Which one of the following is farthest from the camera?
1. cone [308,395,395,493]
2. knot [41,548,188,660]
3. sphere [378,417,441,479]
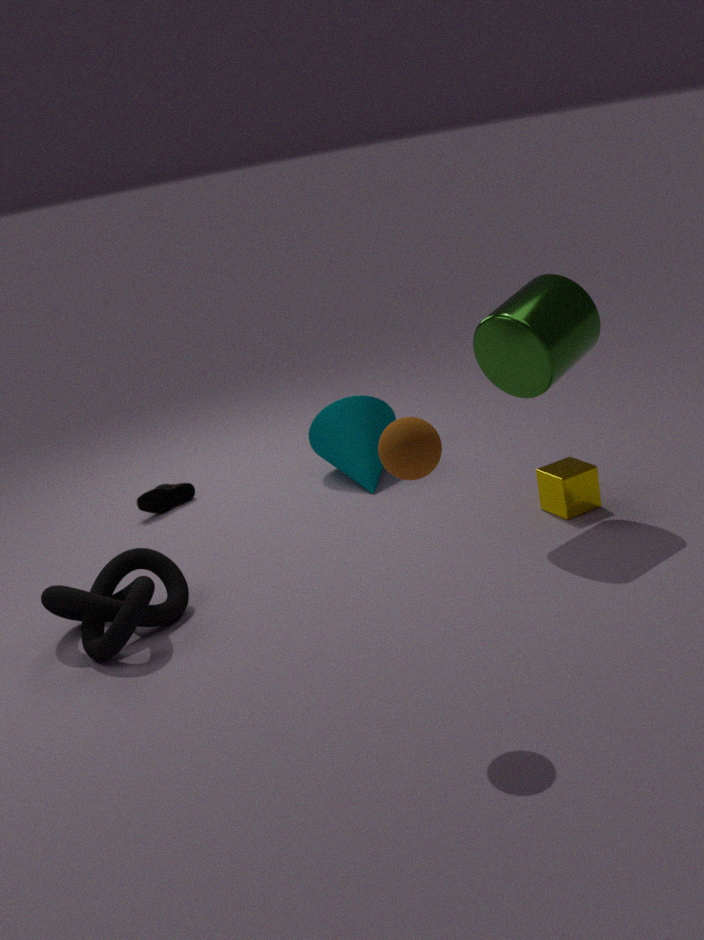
cone [308,395,395,493]
